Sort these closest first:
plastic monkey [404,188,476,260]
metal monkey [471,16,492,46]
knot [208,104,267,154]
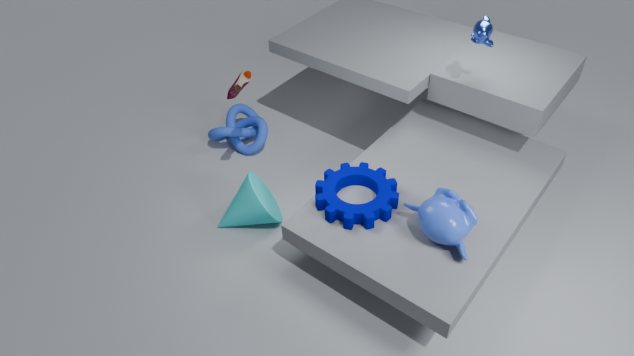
plastic monkey [404,188,476,260] < metal monkey [471,16,492,46] < knot [208,104,267,154]
